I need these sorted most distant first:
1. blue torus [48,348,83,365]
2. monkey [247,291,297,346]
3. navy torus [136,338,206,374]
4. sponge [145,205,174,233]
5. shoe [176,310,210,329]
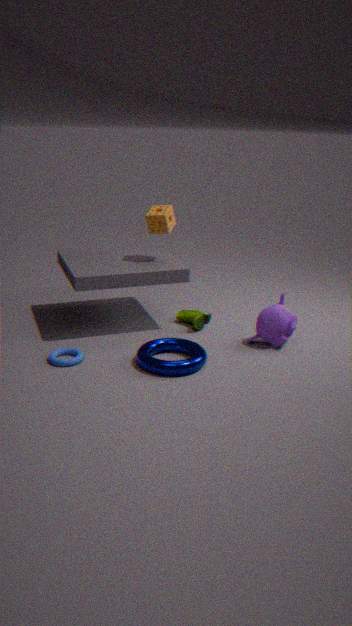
shoe [176,310,210,329]
sponge [145,205,174,233]
monkey [247,291,297,346]
blue torus [48,348,83,365]
navy torus [136,338,206,374]
